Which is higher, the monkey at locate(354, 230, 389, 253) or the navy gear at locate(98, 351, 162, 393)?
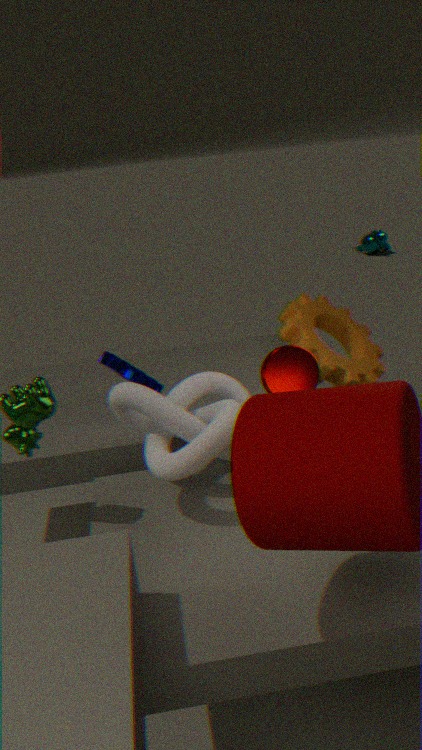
the navy gear at locate(98, 351, 162, 393)
